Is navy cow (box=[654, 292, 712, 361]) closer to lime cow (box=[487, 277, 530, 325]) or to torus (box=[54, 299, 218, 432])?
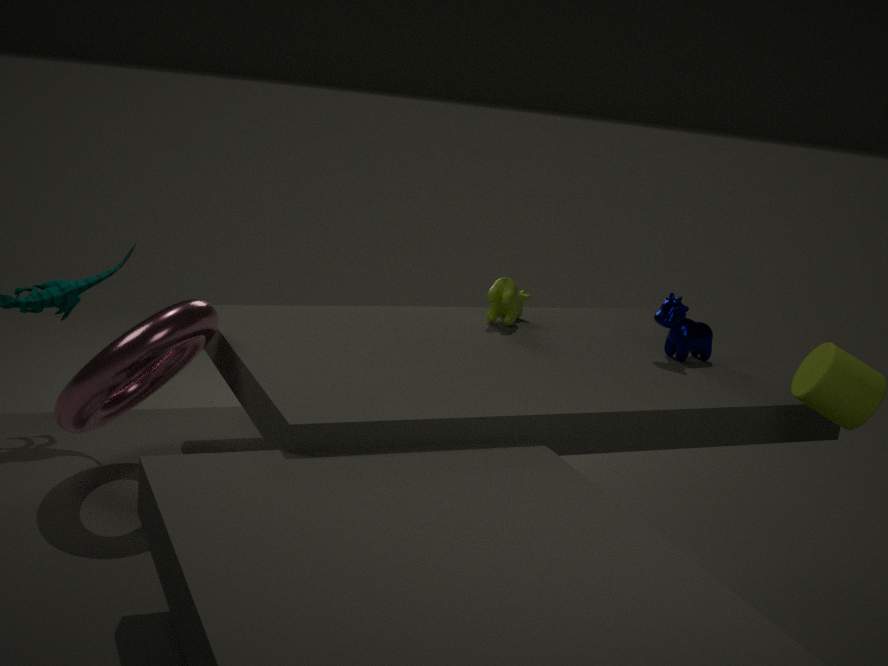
lime cow (box=[487, 277, 530, 325])
